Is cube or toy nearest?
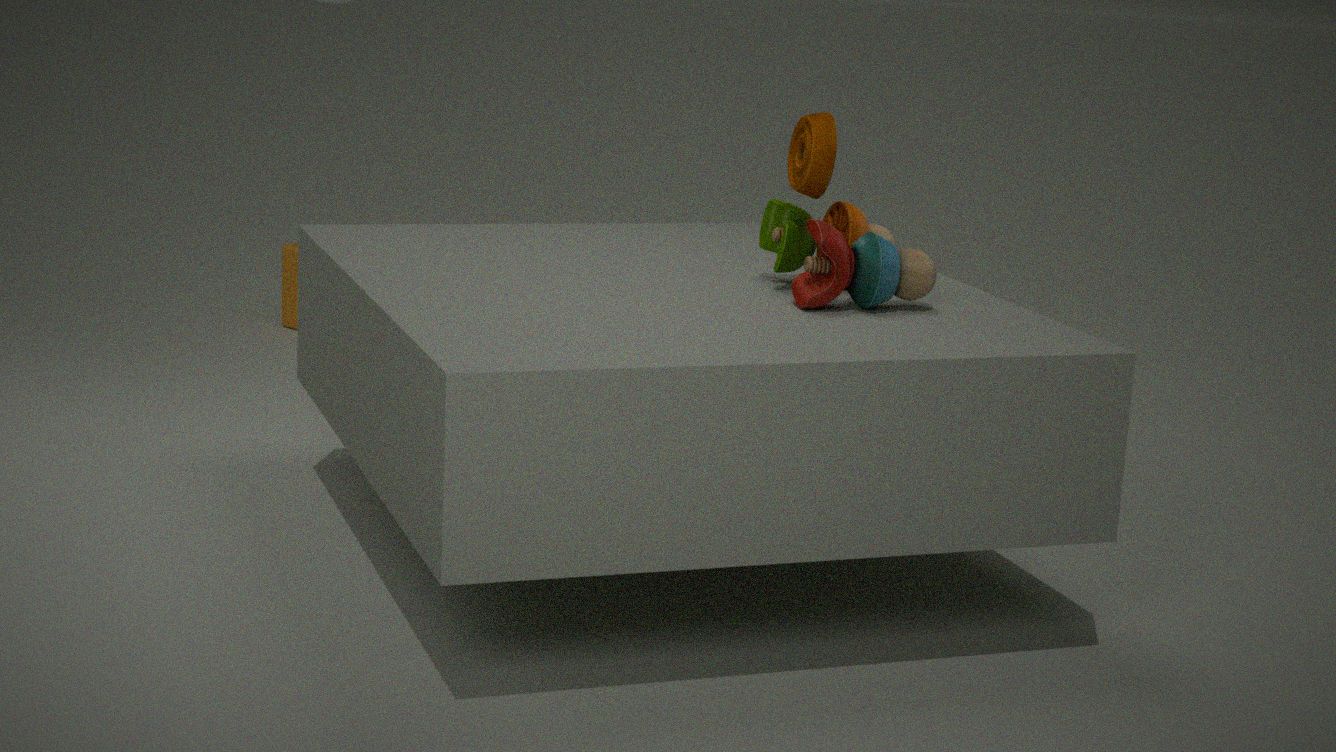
toy
